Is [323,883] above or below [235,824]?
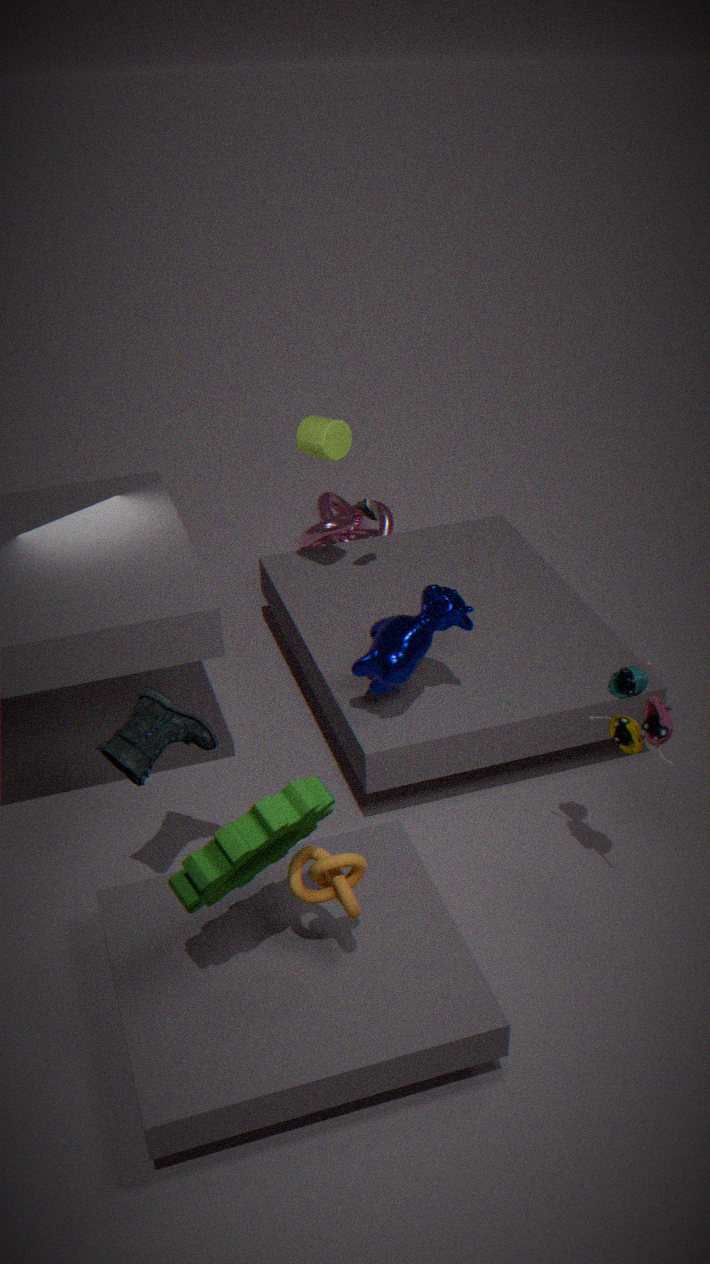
below
